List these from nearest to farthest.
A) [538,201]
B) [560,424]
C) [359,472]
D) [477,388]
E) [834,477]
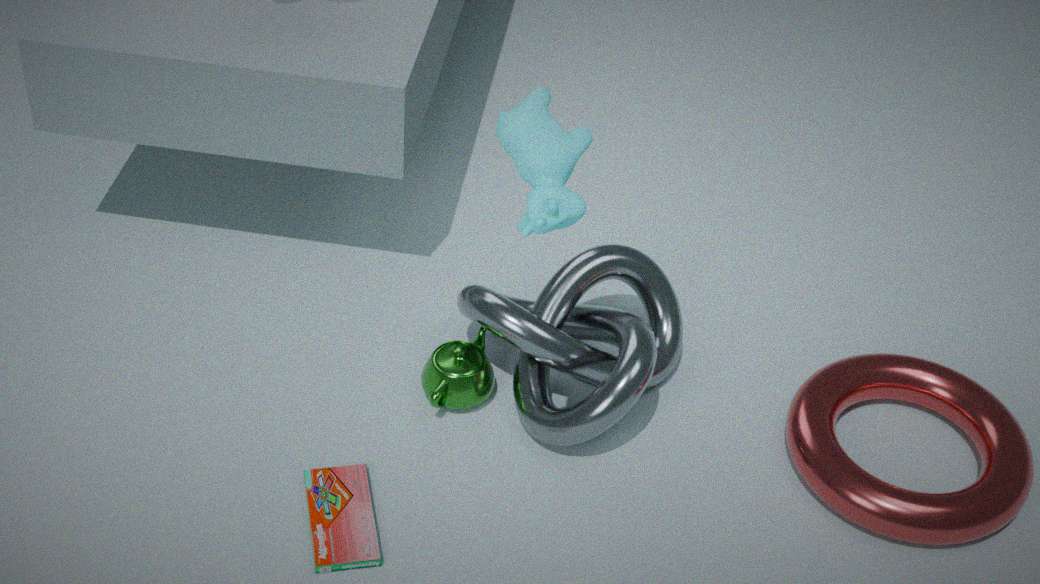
[538,201], [834,477], [359,472], [560,424], [477,388]
